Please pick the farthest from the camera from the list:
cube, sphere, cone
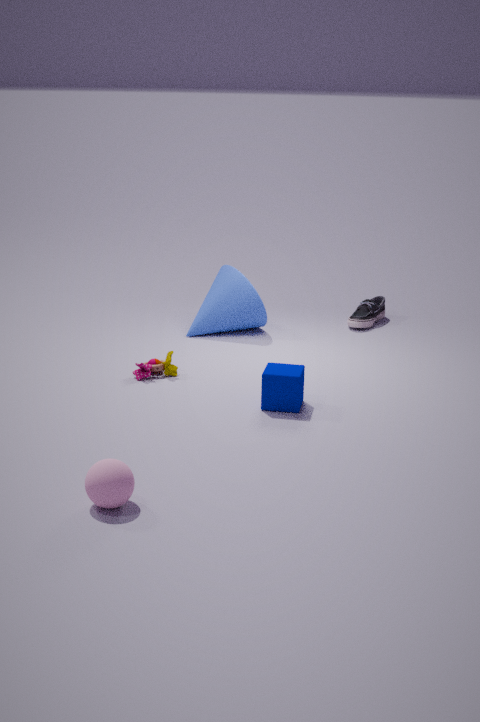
cone
